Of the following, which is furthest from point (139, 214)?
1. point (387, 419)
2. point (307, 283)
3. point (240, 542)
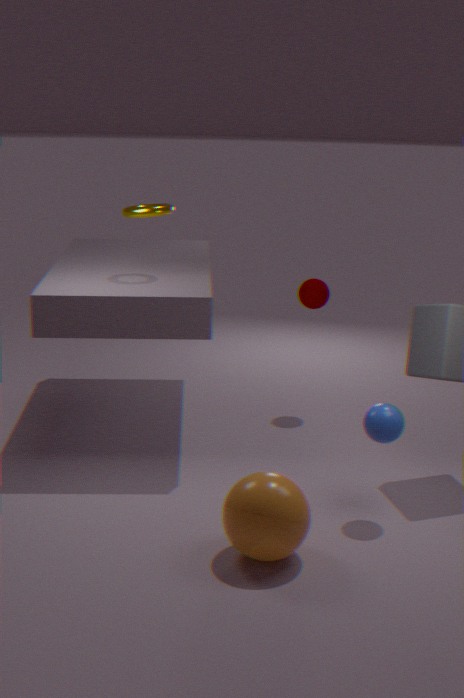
point (240, 542)
